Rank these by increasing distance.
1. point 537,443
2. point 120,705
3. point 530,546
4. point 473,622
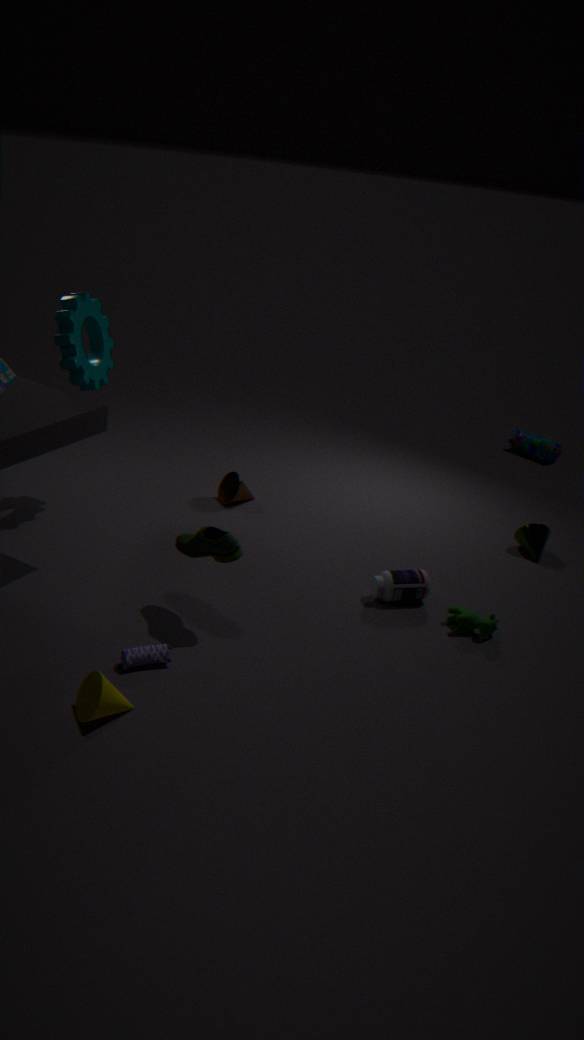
1. point 120,705
2. point 473,622
3. point 530,546
4. point 537,443
